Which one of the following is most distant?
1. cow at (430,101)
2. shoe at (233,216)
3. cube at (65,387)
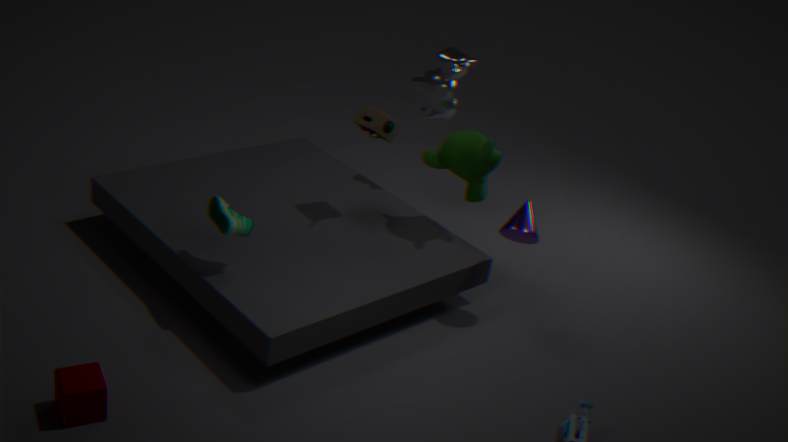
cow at (430,101)
